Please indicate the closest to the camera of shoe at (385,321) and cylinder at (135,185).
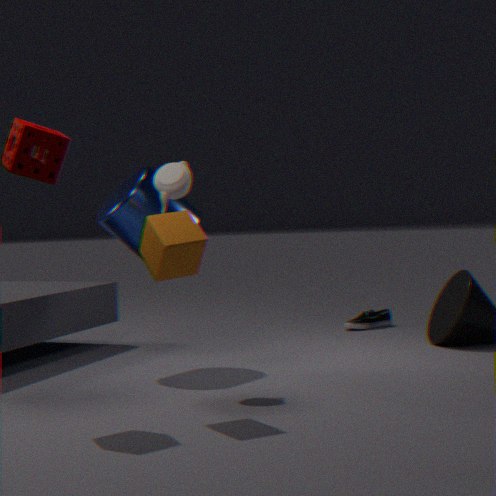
cylinder at (135,185)
